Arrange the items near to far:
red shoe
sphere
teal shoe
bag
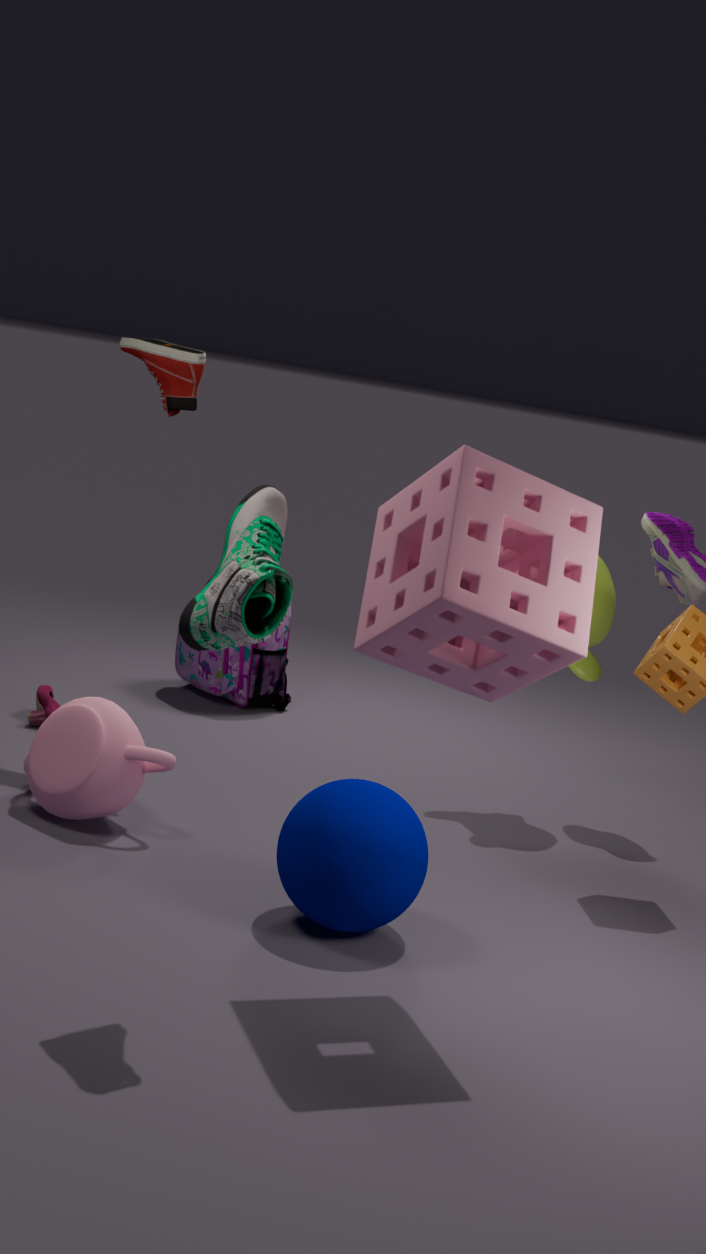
teal shoe < sphere < red shoe < bag
